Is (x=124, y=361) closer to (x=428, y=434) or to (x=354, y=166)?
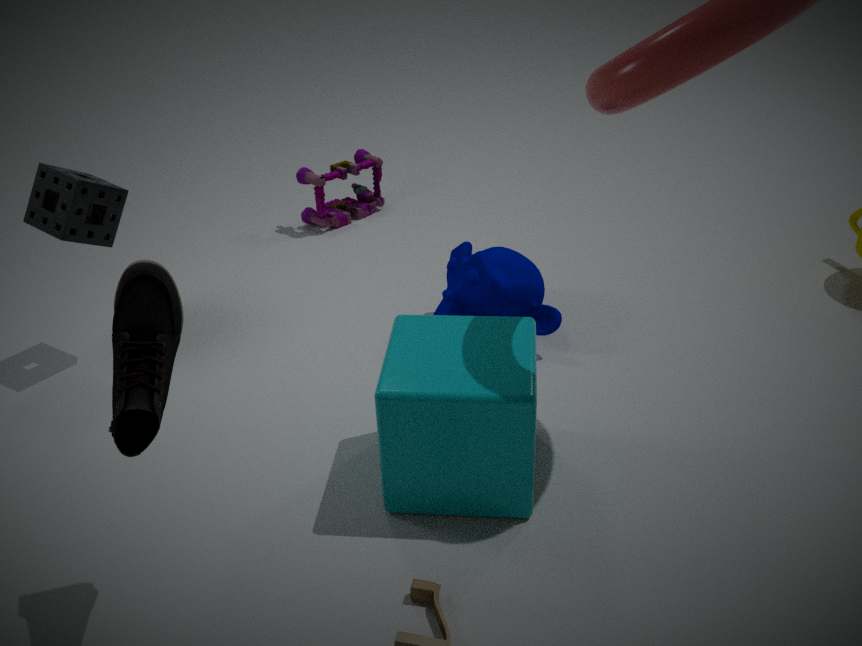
(x=428, y=434)
